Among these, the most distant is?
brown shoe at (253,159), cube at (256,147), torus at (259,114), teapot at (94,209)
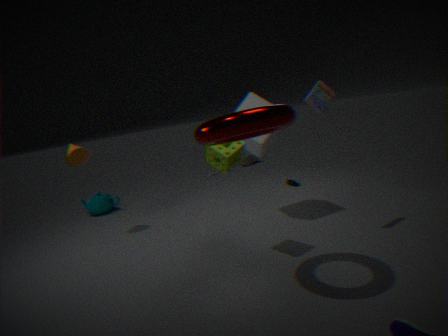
brown shoe at (253,159)
